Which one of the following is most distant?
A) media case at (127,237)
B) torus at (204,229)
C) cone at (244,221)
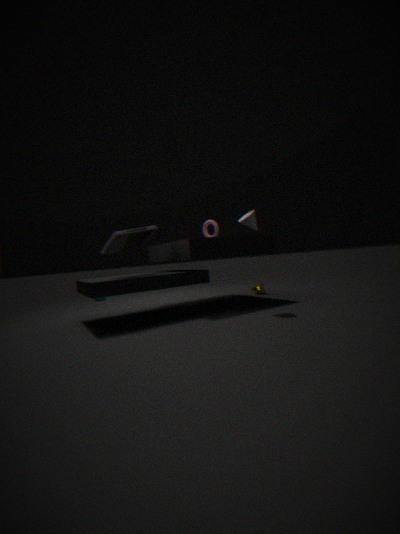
torus at (204,229)
